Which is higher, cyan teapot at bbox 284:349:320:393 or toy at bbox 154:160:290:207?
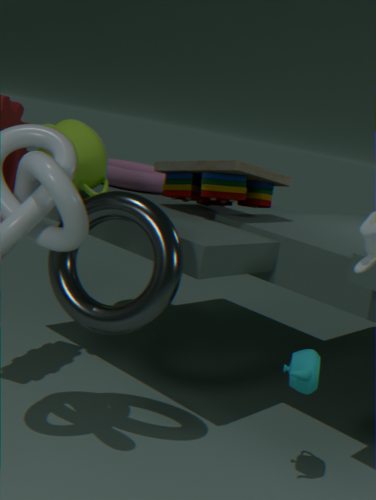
toy at bbox 154:160:290:207
